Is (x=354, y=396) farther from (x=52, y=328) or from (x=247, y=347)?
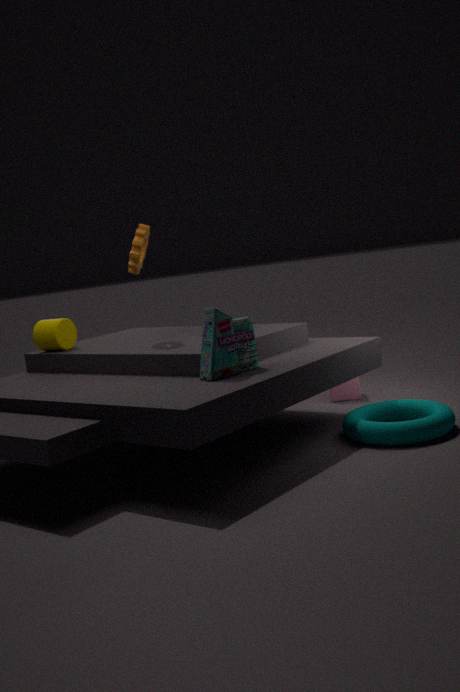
(x=52, y=328)
